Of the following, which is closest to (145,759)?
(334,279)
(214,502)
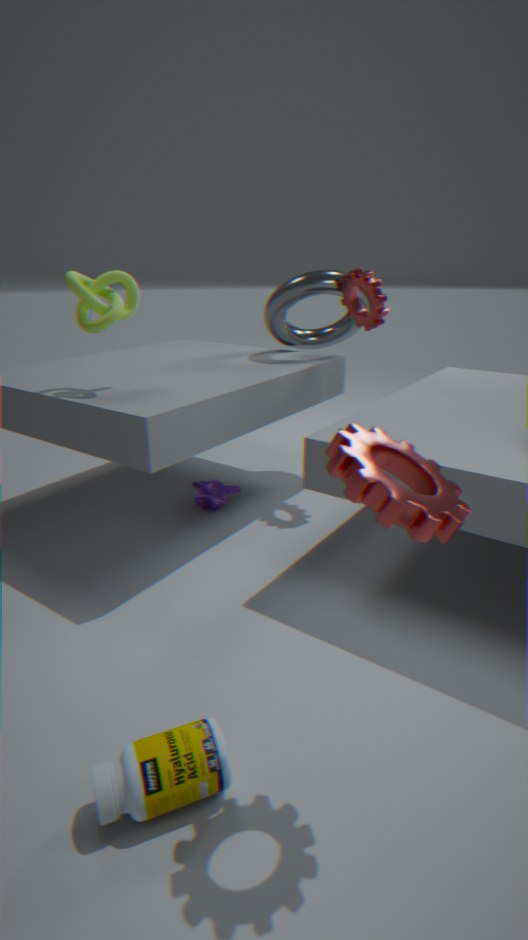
(214,502)
